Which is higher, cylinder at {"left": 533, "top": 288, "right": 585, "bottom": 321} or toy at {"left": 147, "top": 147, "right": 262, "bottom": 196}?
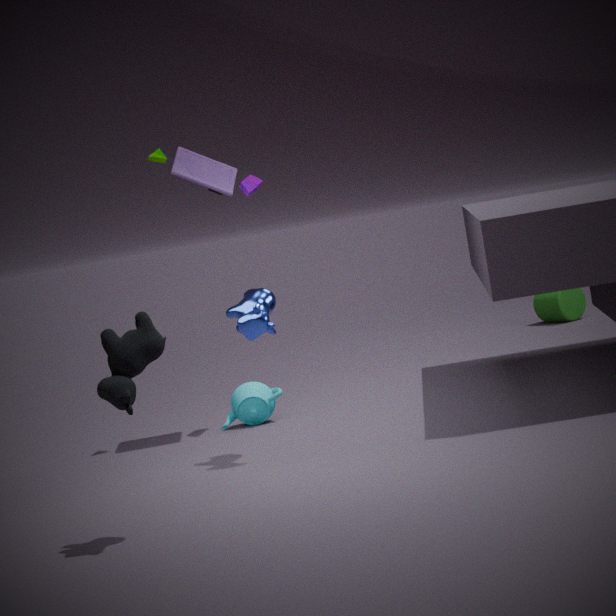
toy at {"left": 147, "top": 147, "right": 262, "bottom": 196}
